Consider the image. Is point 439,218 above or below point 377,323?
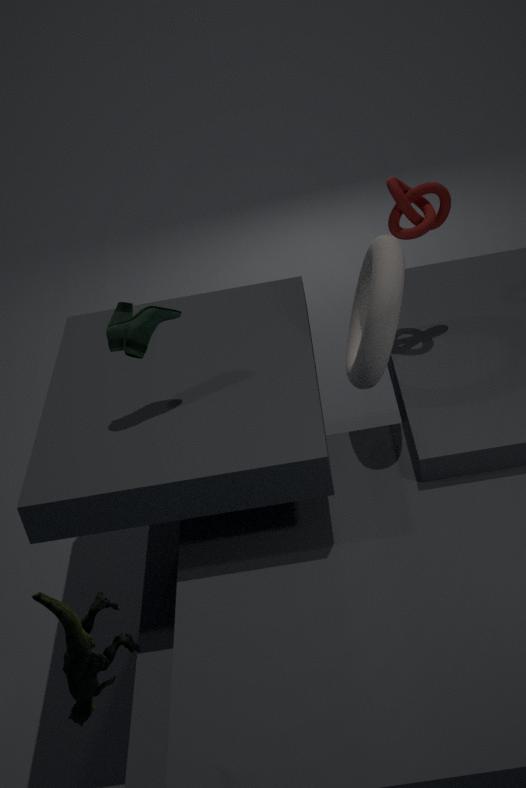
above
